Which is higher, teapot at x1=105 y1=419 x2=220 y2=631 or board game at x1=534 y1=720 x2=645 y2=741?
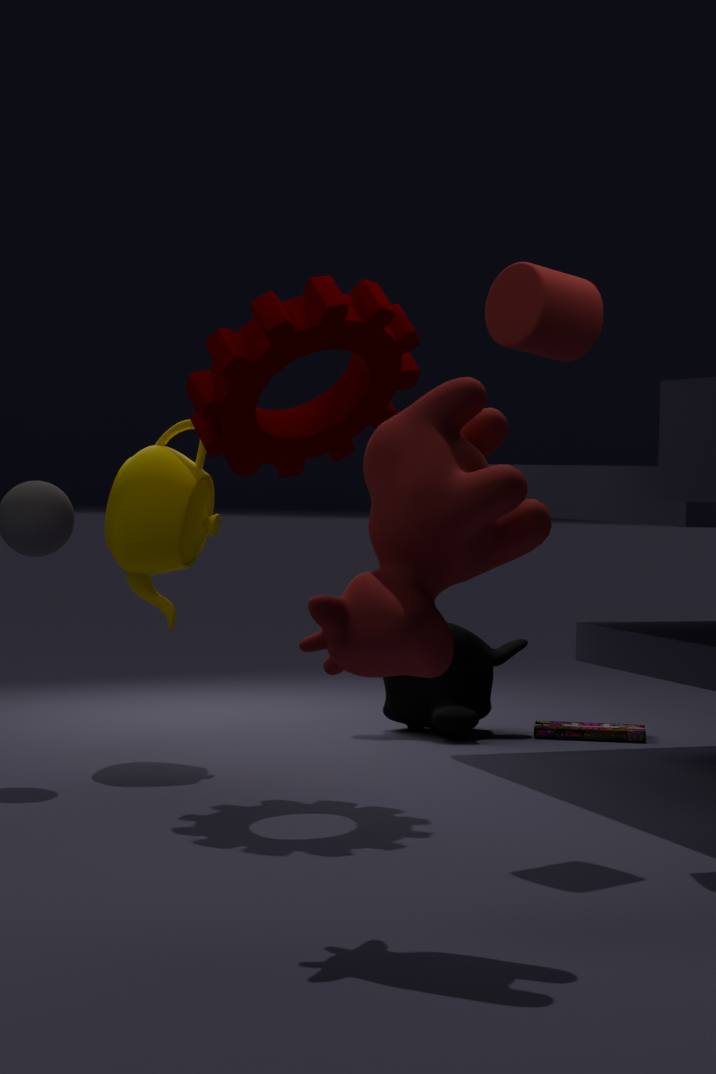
teapot at x1=105 y1=419 x2=220 y2=631
